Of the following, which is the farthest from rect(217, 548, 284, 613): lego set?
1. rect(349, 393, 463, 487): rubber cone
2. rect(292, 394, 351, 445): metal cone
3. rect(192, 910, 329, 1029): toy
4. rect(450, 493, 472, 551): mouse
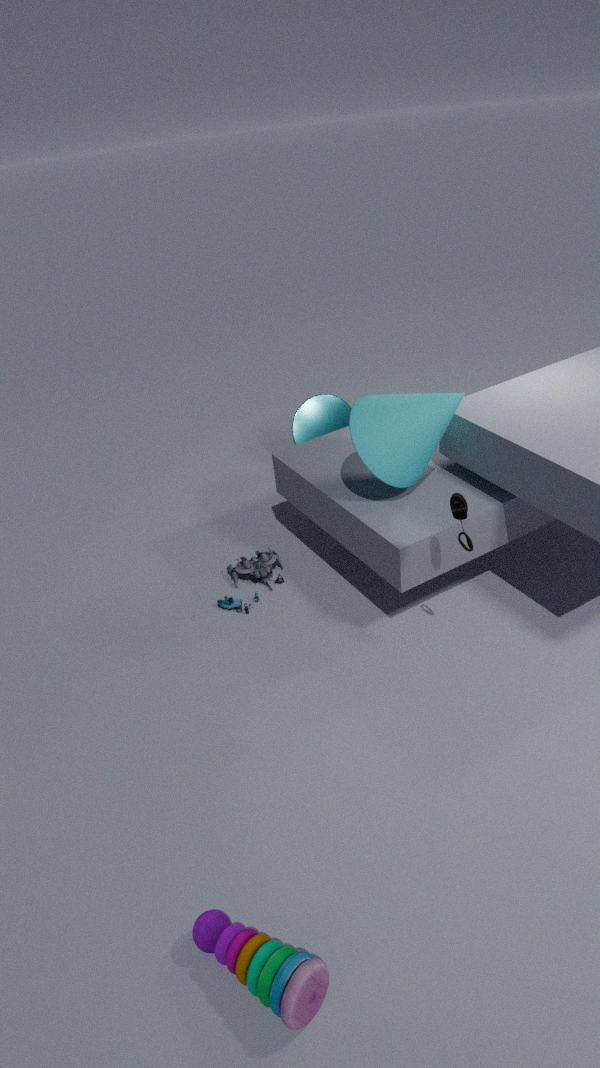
rect(192, 910, 329, 1029): toy
